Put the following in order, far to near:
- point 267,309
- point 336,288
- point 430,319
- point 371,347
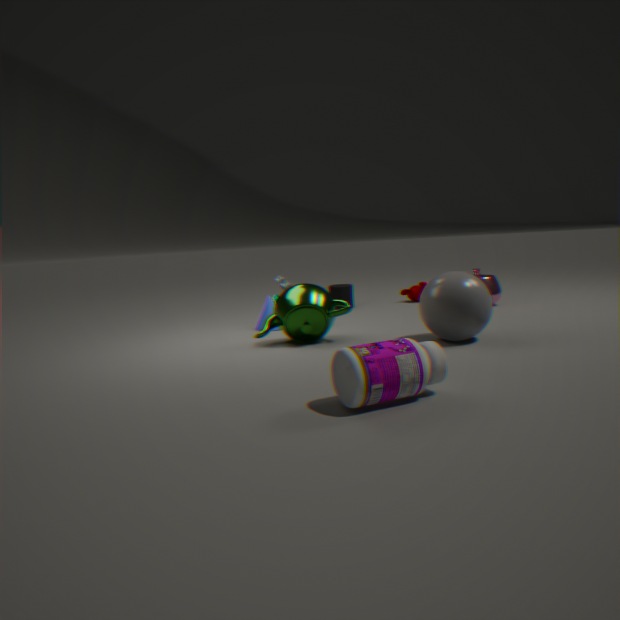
point 336,288, point 267,309, point 430,319, point 371,347
